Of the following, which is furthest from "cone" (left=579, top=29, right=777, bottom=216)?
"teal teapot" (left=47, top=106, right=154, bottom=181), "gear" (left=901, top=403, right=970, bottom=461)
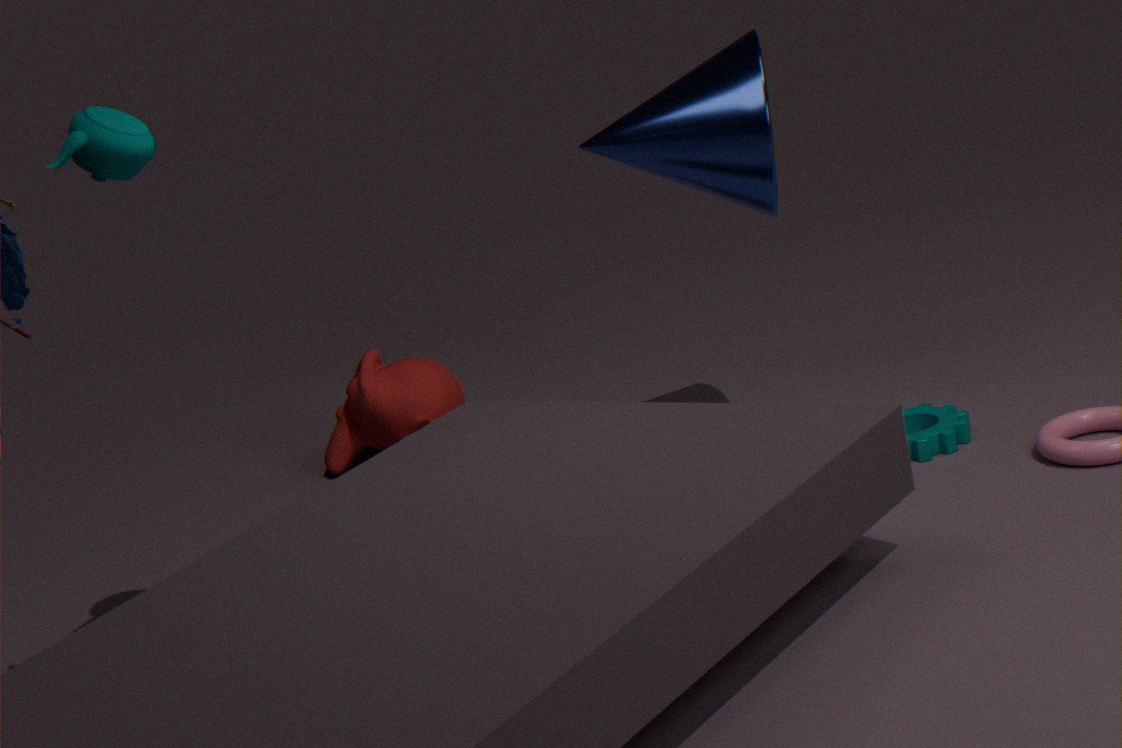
"teal teapot" (left=47, top=106, right=154, bottom=181)
